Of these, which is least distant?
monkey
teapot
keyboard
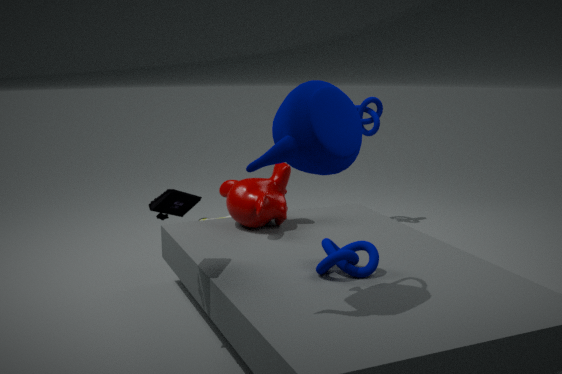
teapot
